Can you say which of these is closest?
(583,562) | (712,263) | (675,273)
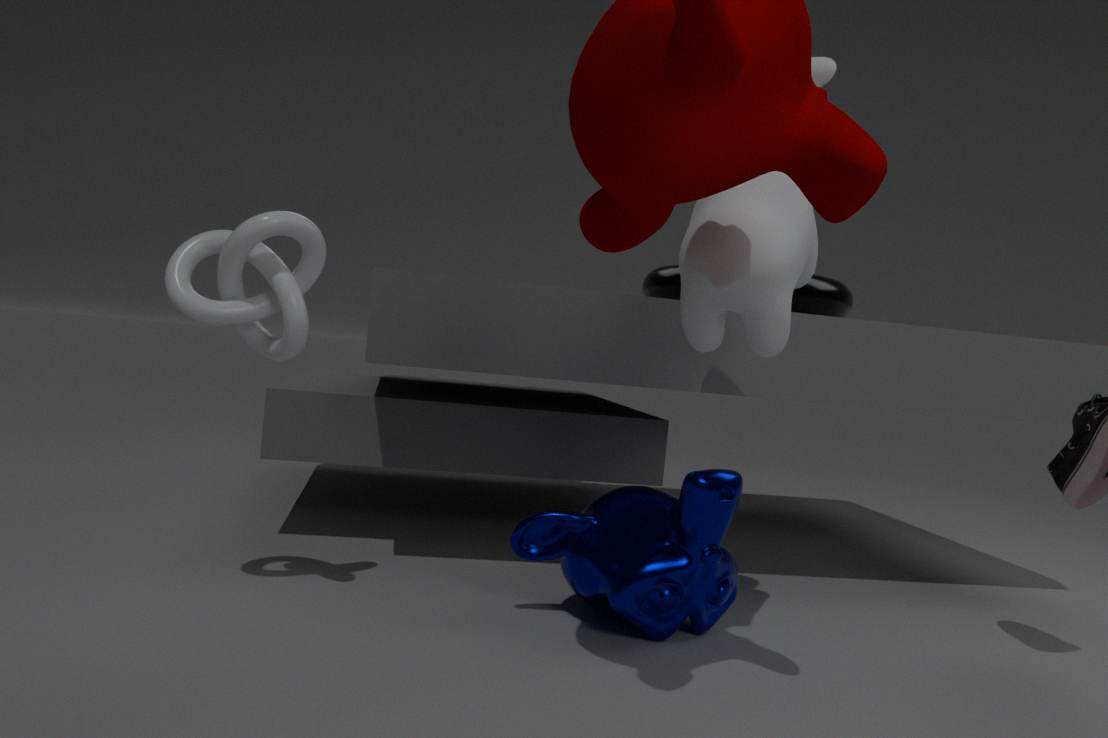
(712,263)
